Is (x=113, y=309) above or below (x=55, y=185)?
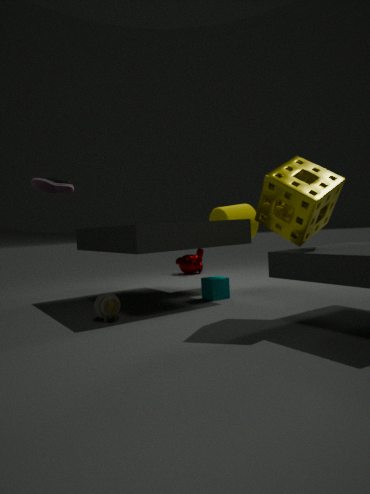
below
